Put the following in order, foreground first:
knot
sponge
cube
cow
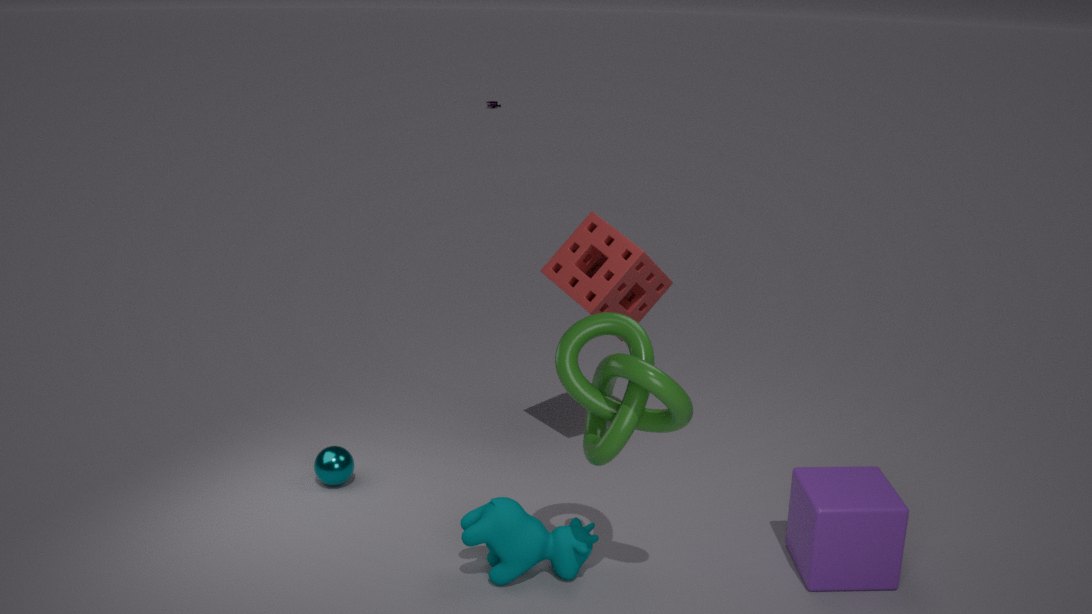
knot < cube < cow < sponge
